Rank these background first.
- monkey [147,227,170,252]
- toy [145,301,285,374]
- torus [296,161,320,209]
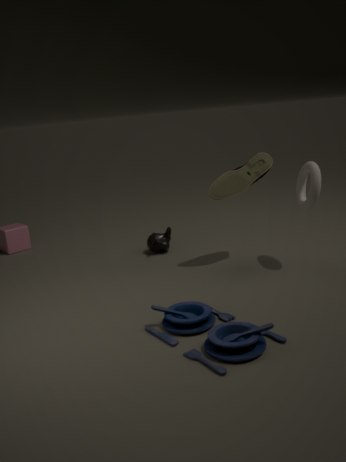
monkey [147,227,170,252]
torus [296,161,320,209]
toy [145,301,285,374]
